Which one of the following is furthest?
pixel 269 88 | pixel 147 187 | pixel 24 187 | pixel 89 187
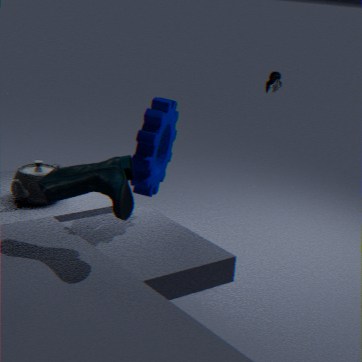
pixel 269 88
